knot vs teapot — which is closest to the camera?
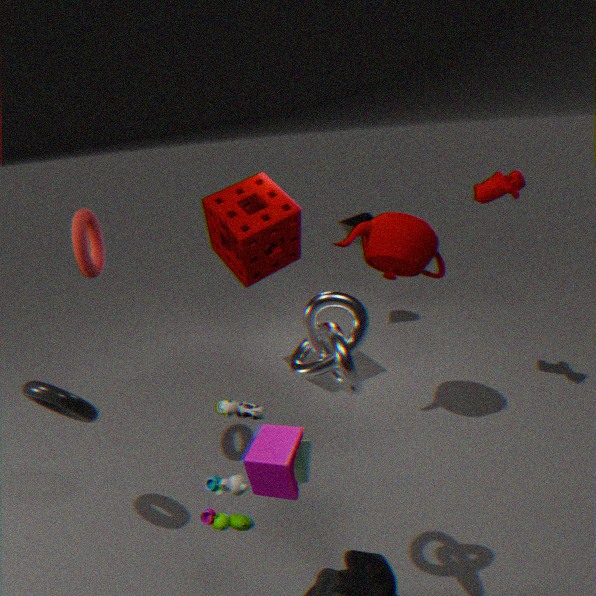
knot
